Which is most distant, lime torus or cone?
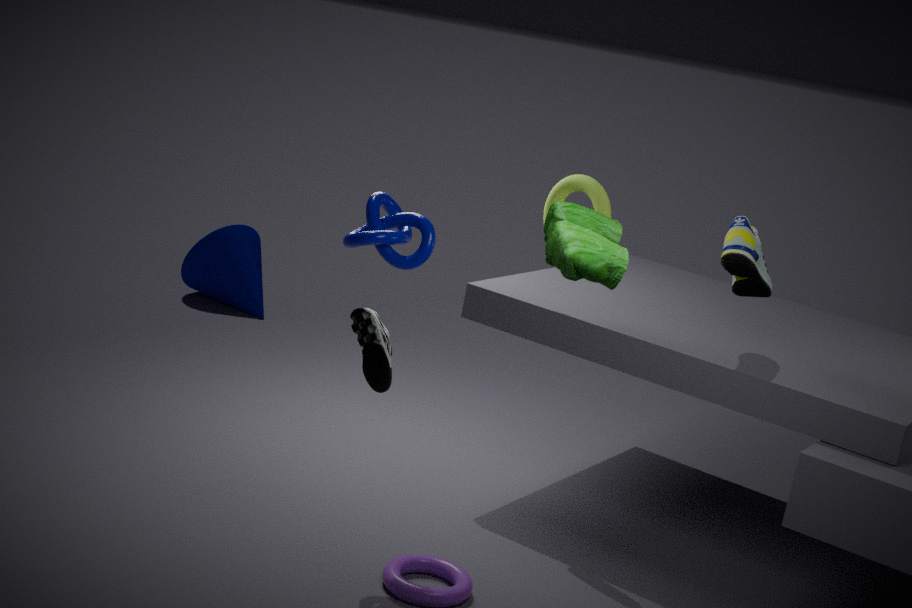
cone
